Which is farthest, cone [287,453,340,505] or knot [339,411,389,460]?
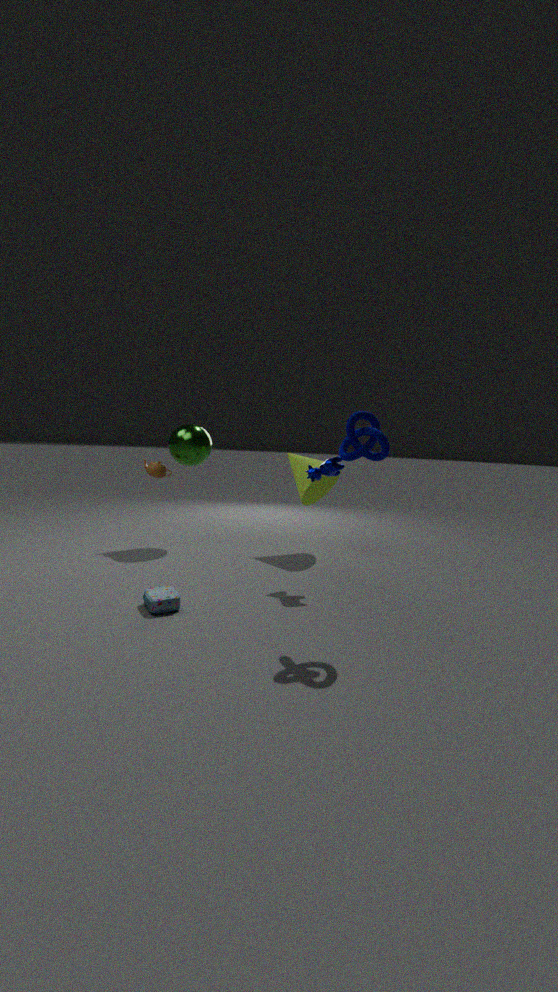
cone [287,453,340,505]
